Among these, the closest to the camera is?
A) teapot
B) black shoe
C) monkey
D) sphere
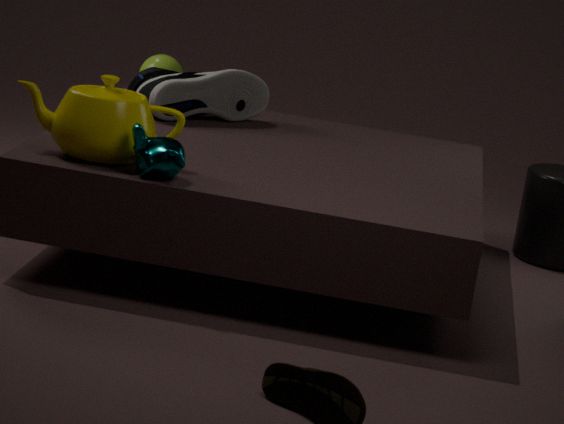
monkey
